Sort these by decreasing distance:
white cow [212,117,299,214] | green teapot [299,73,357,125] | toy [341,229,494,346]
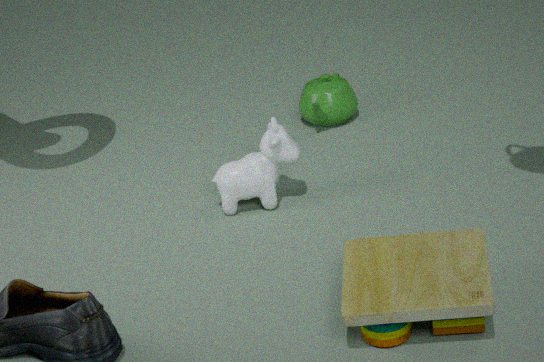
green teapot [299,73,357,125] → white cow [212,117,299,214] → toy [341,229,494,346]
